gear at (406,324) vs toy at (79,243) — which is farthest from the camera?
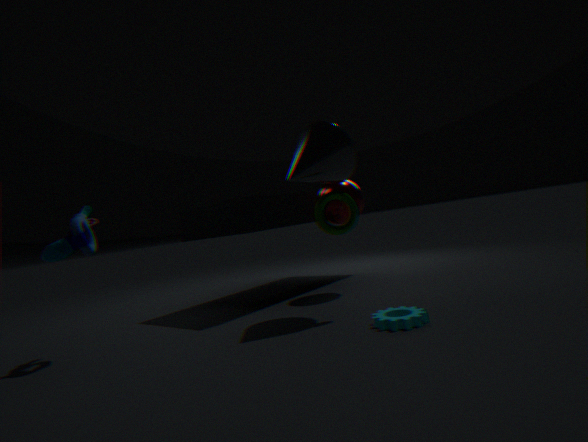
toy at (79,243)
